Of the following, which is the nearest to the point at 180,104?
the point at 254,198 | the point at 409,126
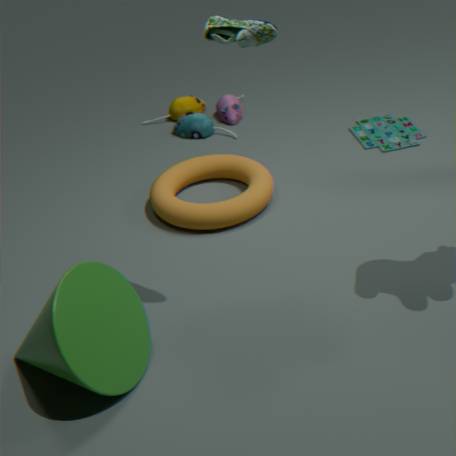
the point at 254,198
